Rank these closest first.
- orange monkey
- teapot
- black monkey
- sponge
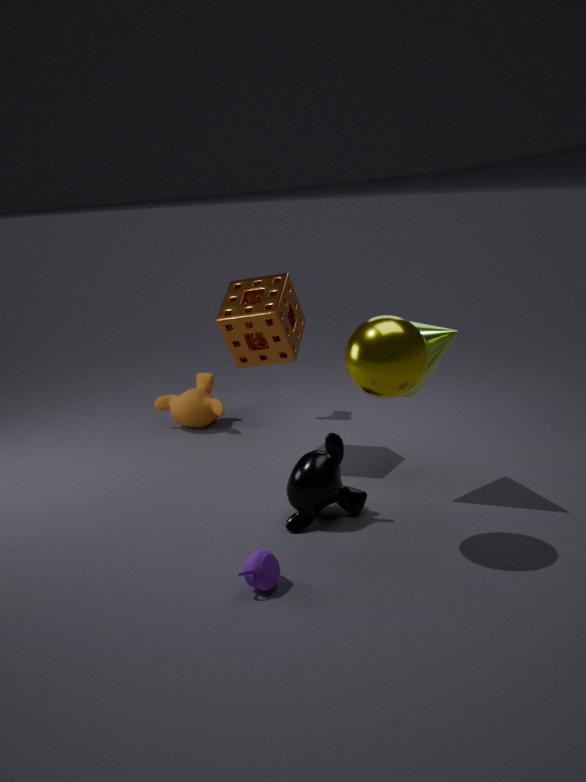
teapot → black monkey → sponge → orange monkey
